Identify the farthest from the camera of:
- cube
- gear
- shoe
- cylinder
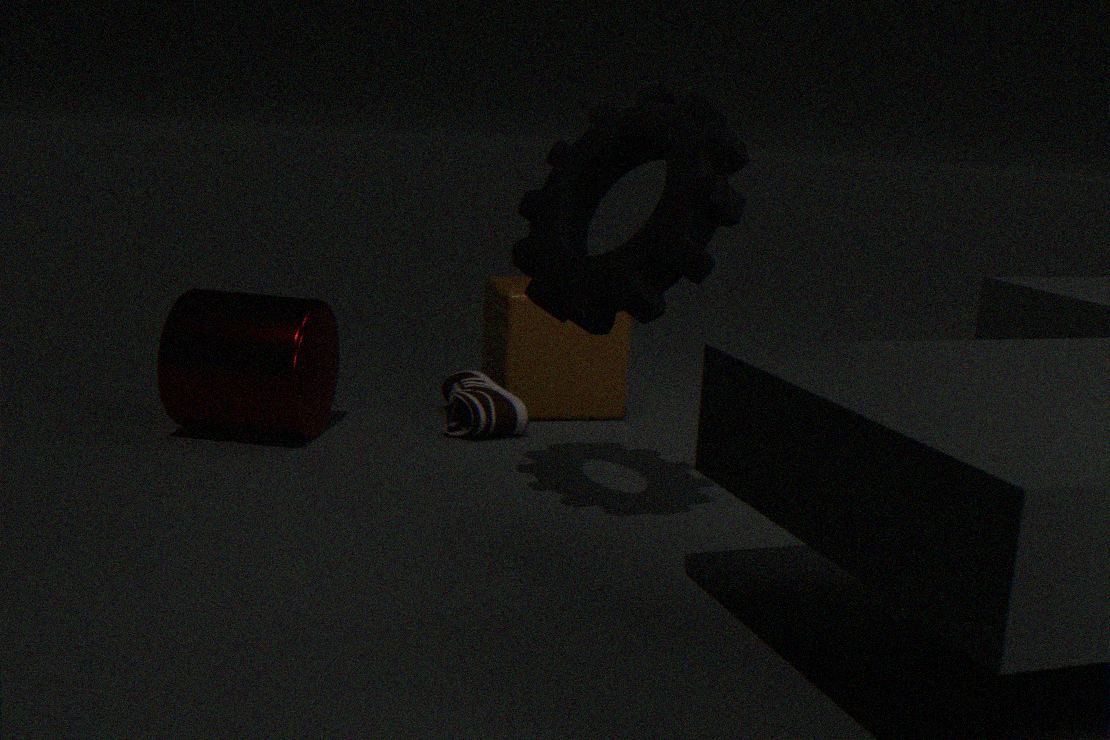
cube
